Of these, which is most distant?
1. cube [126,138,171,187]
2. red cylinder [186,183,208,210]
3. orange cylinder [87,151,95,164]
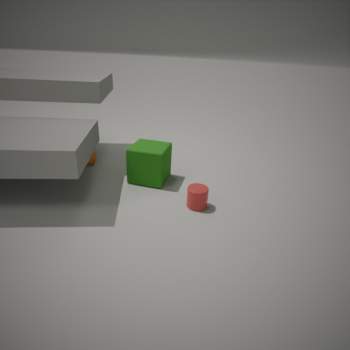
orange cylinder [87,151,95,164]
